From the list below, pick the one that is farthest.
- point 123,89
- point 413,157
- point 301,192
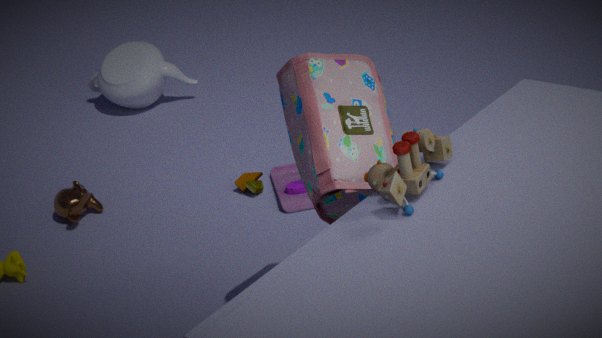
point 123,89
